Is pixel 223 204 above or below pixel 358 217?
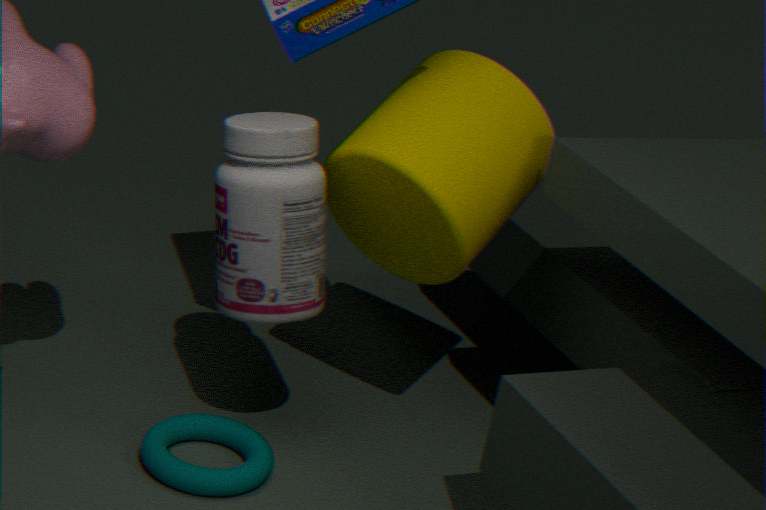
below
